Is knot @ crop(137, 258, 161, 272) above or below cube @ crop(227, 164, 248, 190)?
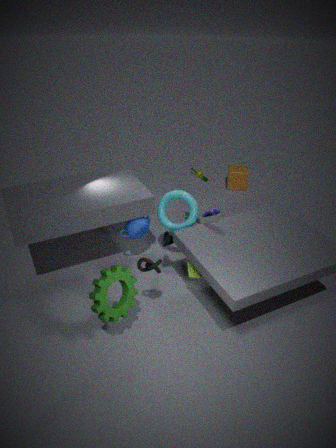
above
